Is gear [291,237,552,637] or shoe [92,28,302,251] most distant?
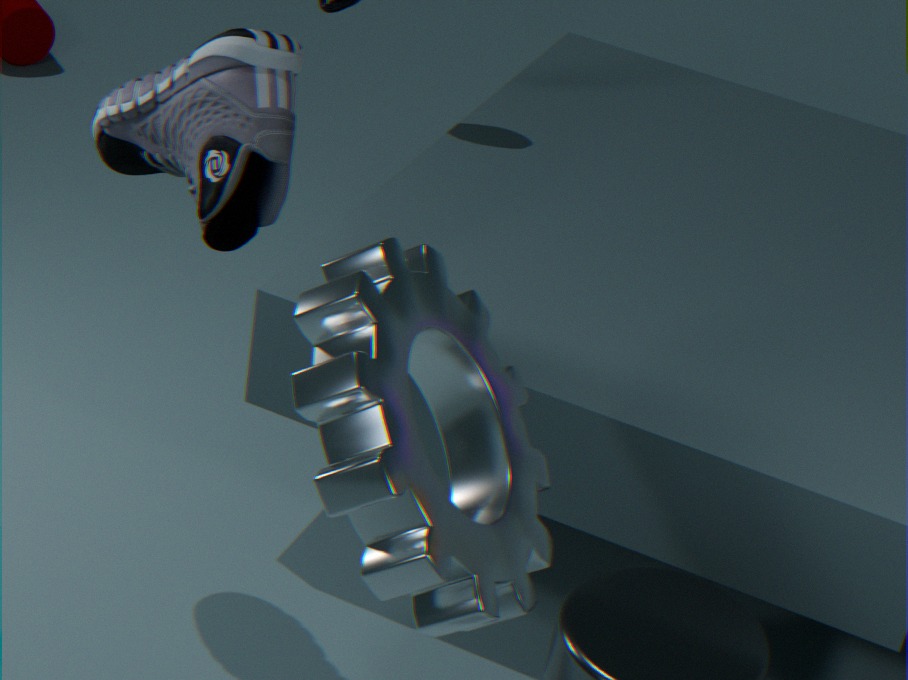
shoe [92,28,302,251]
